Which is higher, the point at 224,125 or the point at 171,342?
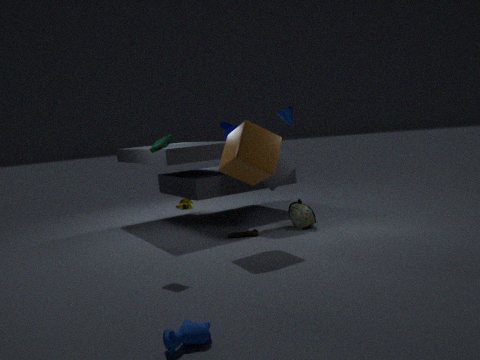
the point at 224,125
